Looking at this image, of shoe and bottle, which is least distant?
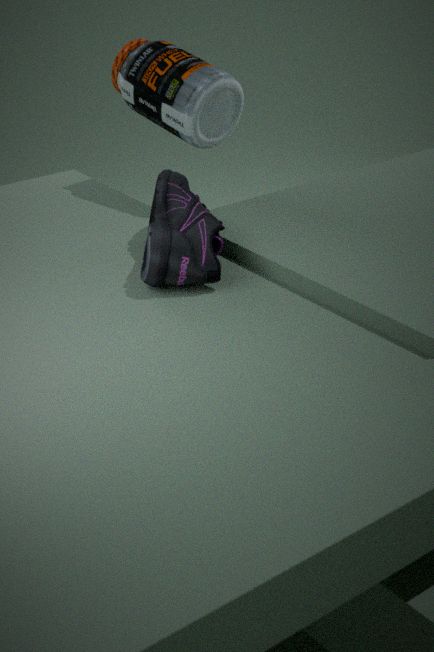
shoe
